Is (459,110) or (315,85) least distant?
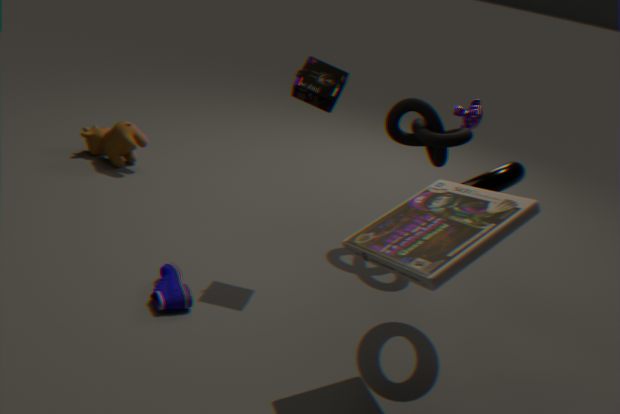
(315,85)
